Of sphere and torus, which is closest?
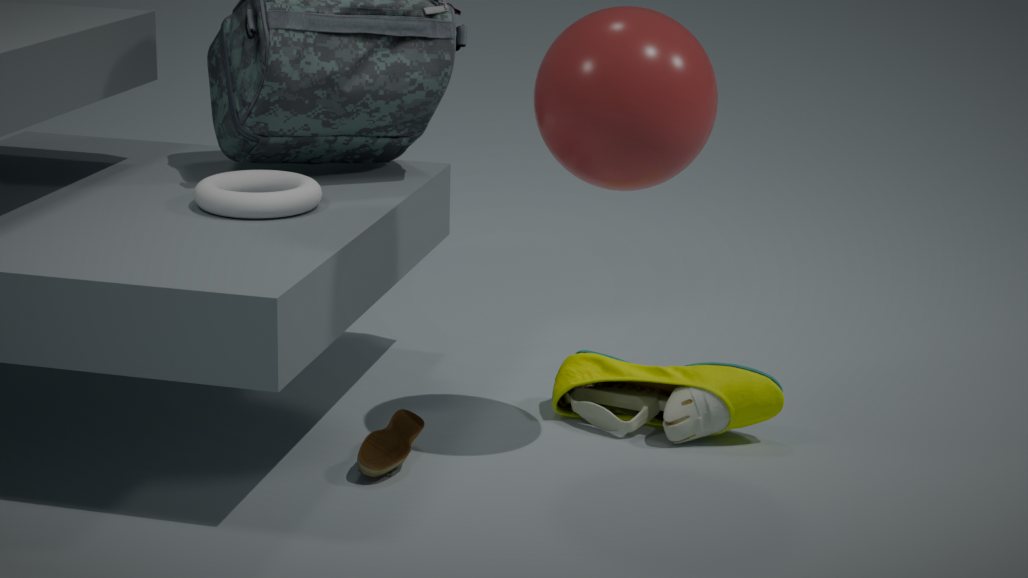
sphere
